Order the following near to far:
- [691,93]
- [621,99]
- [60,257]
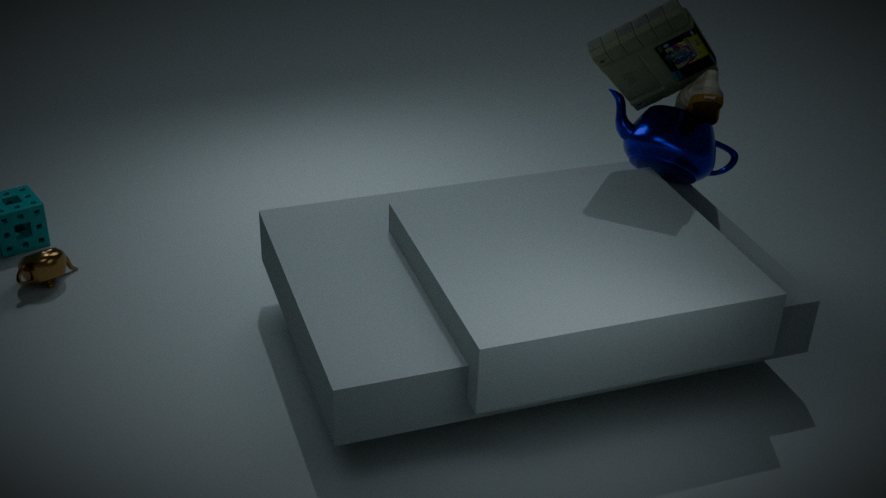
1. [691,93]
2. [60,257]
3. [621,99]
